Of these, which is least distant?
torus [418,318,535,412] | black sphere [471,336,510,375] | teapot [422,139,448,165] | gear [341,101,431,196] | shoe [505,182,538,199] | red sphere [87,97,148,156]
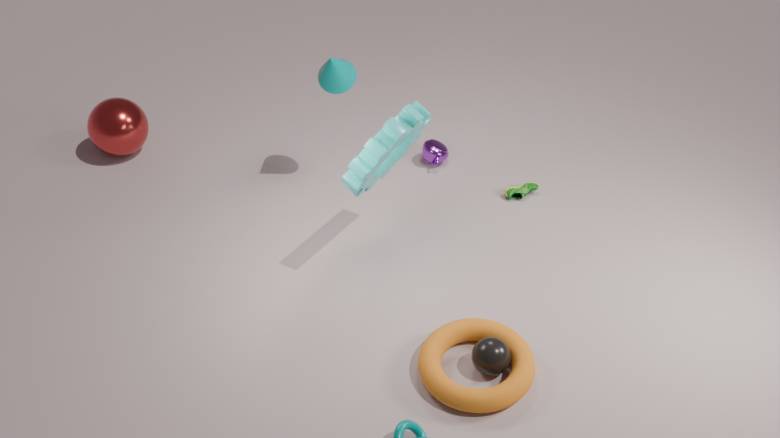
torus [418,318,535,412]
